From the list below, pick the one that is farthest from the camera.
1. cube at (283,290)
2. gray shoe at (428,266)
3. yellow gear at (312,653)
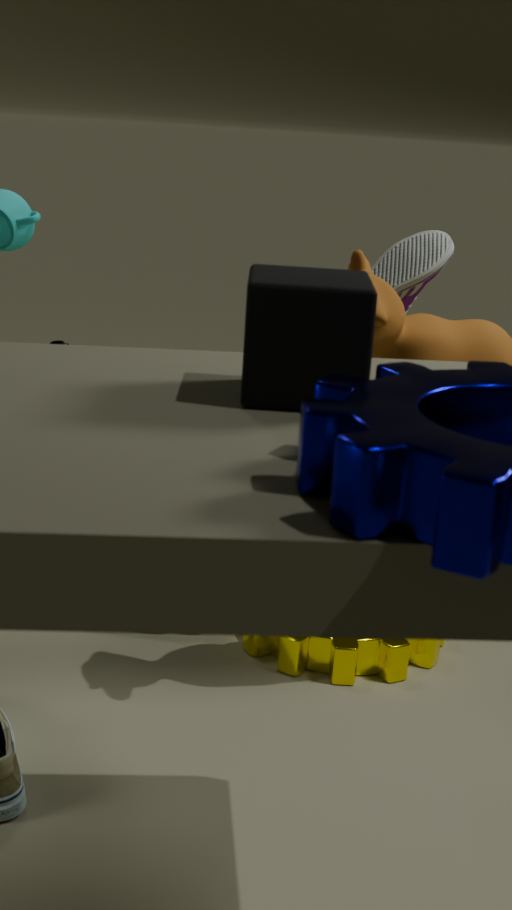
yellow gear at (312,653)
